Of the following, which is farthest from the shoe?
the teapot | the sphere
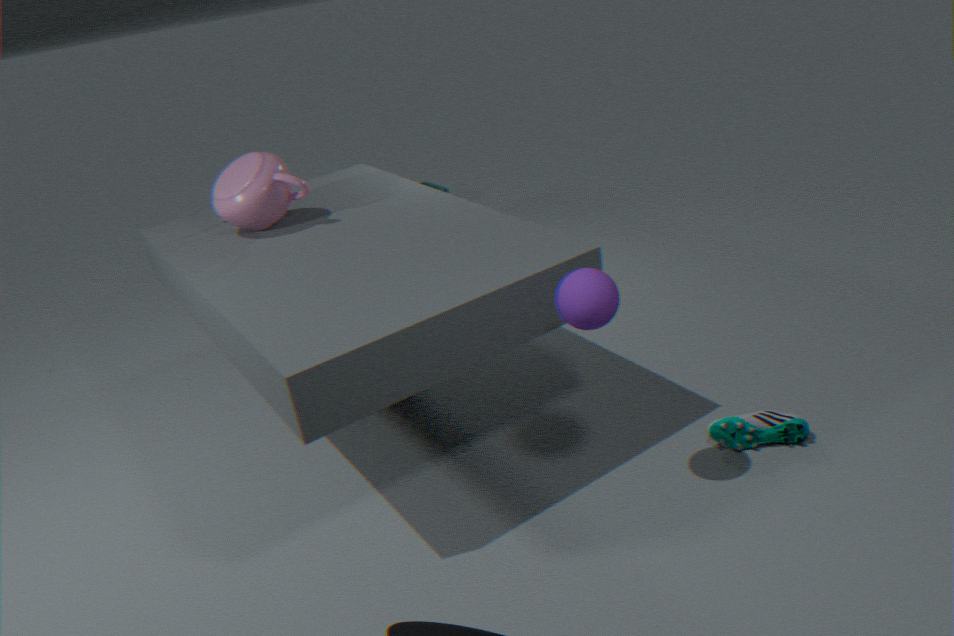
the teapot
